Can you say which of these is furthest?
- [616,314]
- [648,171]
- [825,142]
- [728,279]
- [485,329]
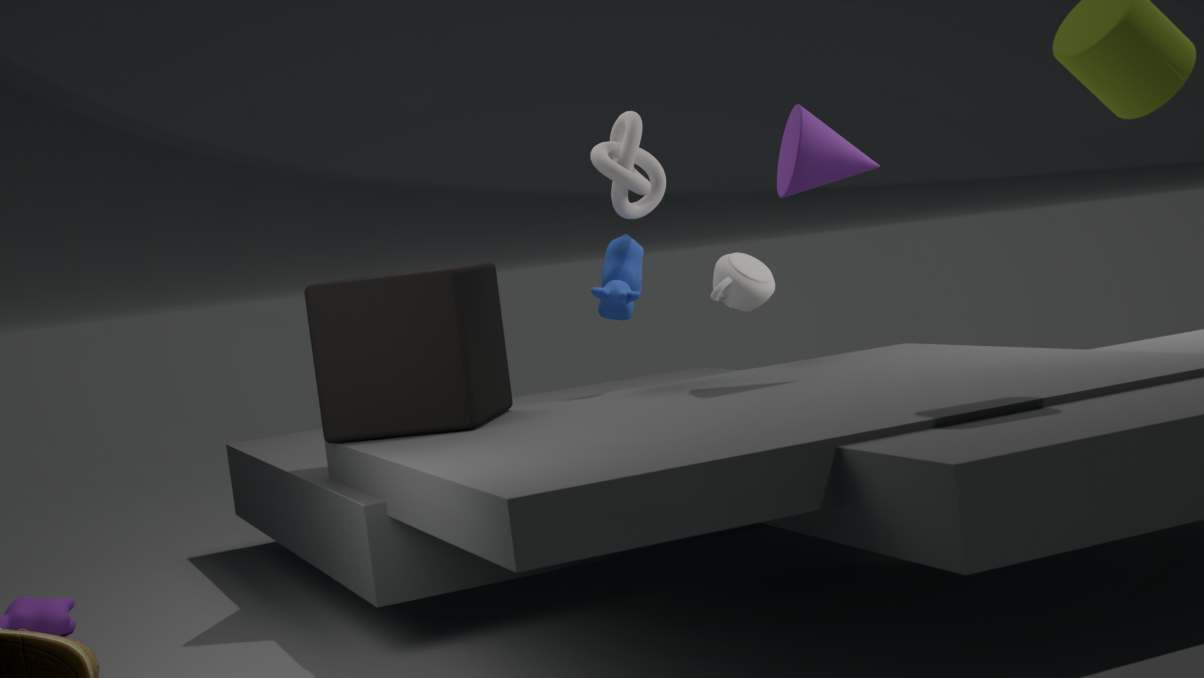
[728,279]
